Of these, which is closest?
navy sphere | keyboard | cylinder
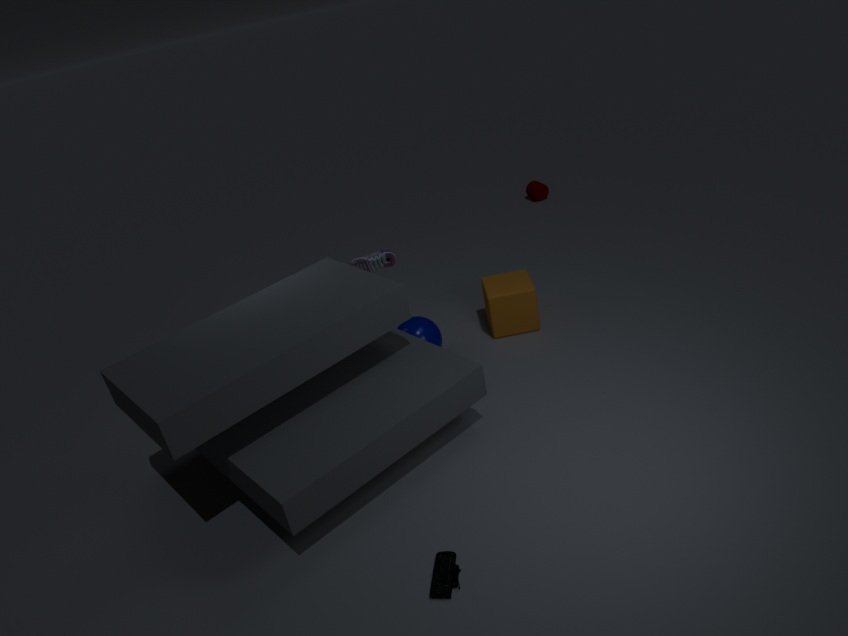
keyboard
